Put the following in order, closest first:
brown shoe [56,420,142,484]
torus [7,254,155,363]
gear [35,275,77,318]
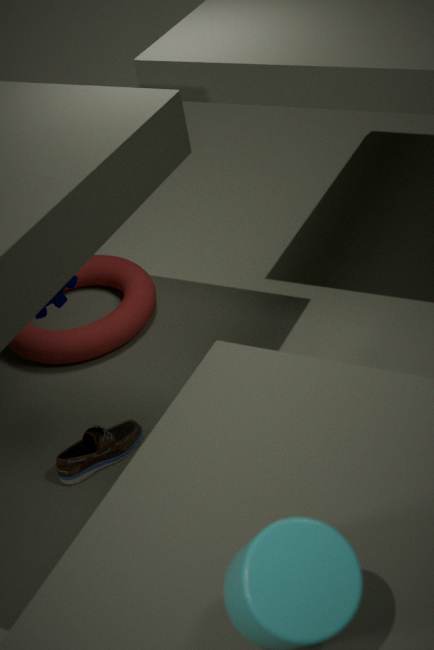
brown shoe [56,420,142,484], gear [35,275,77,318], torus [7,254,155,363]
